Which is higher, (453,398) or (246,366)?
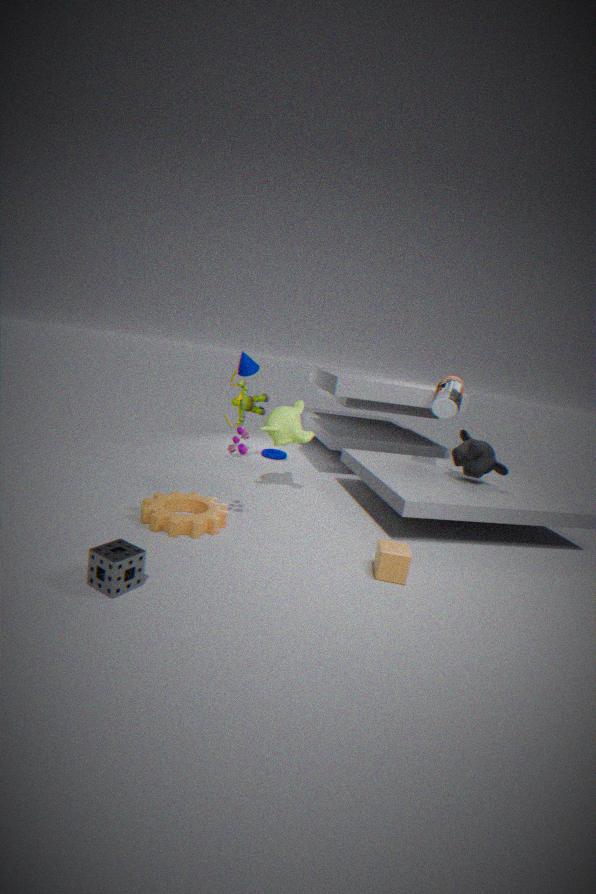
(453,398)
